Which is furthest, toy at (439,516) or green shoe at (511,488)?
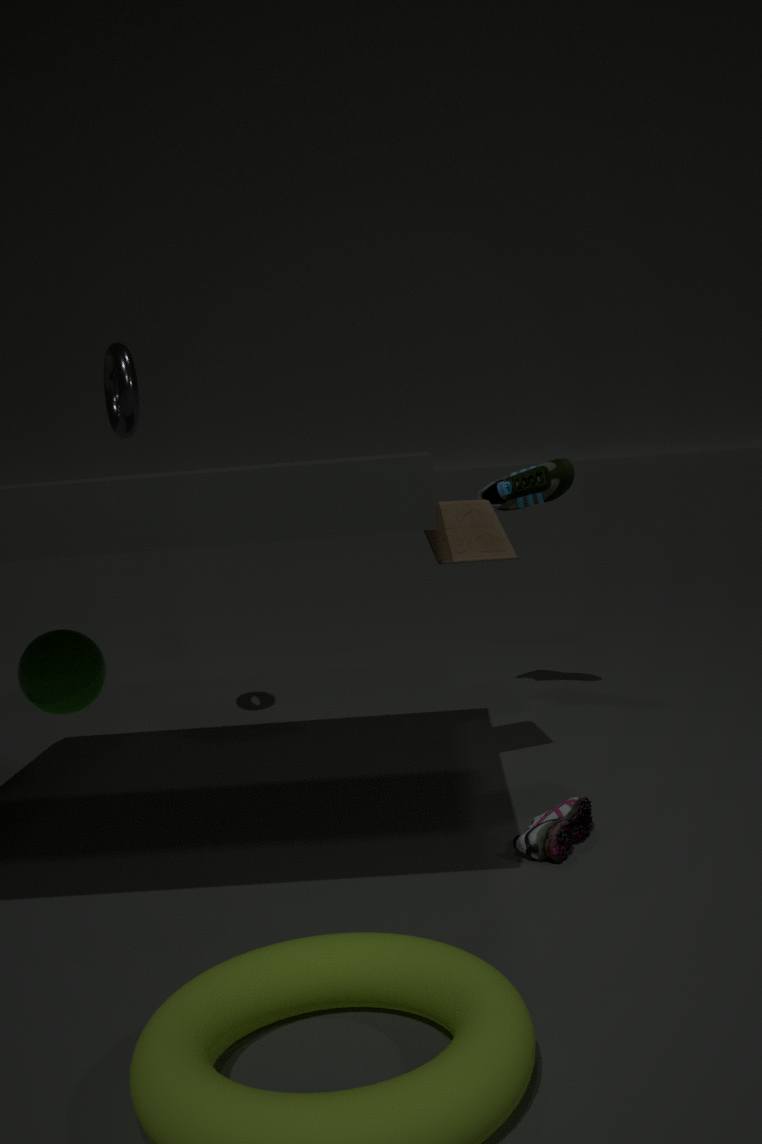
green shoe at (511,488)
